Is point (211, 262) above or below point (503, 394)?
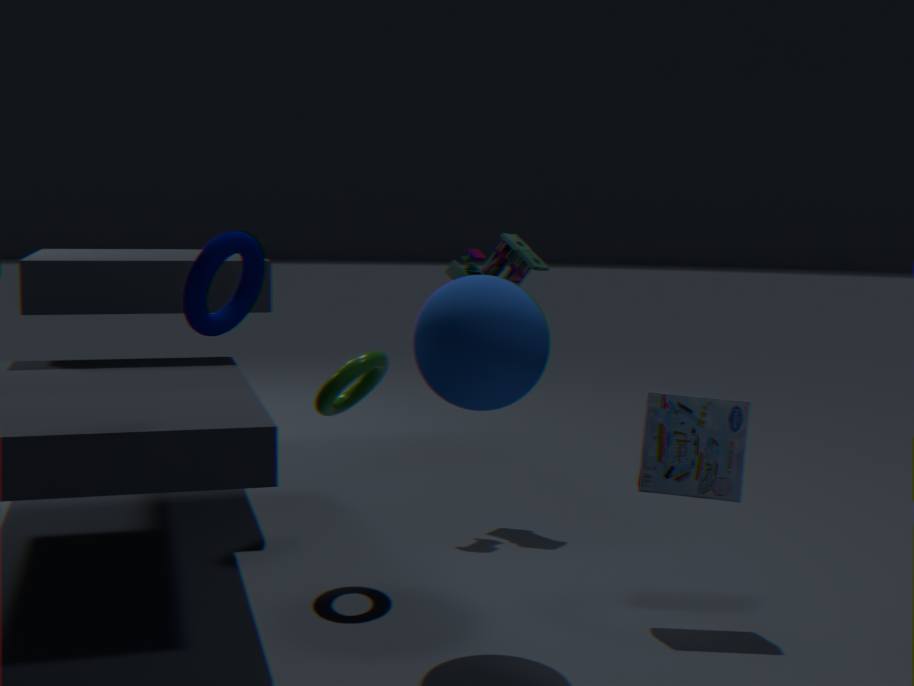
above
